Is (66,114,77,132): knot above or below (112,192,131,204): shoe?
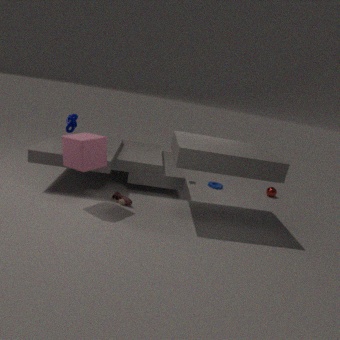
above
